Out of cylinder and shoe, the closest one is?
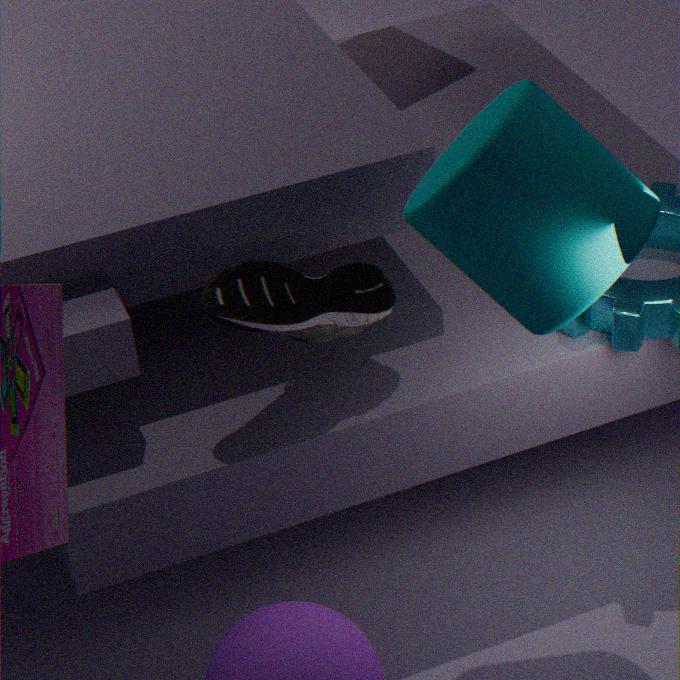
cylinder
